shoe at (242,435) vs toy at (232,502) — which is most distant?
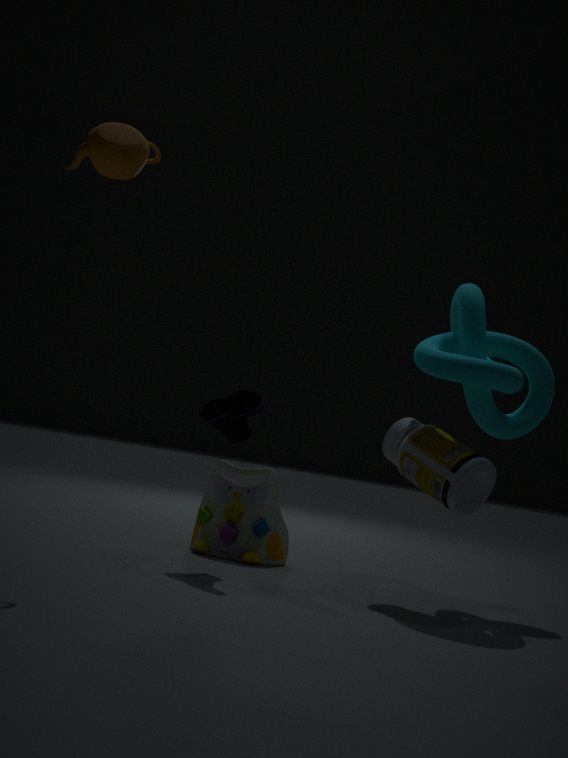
toy at (232,502)
